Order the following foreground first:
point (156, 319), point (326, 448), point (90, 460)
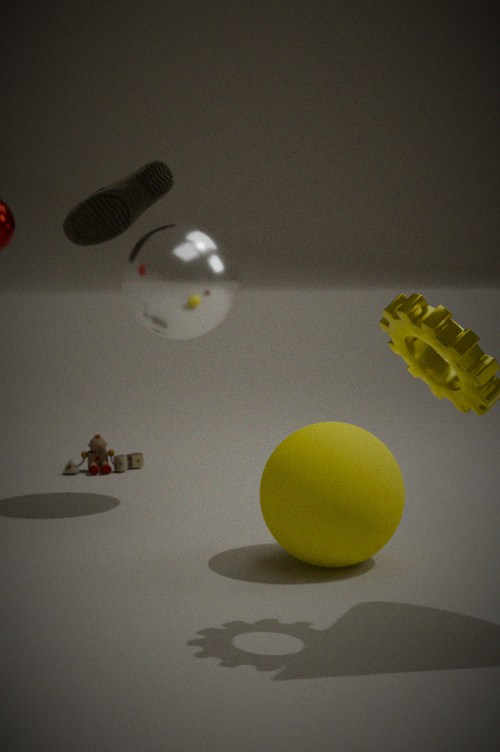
1. point (326, 448)
2. point (156, 319)
3. point (90, 460)
